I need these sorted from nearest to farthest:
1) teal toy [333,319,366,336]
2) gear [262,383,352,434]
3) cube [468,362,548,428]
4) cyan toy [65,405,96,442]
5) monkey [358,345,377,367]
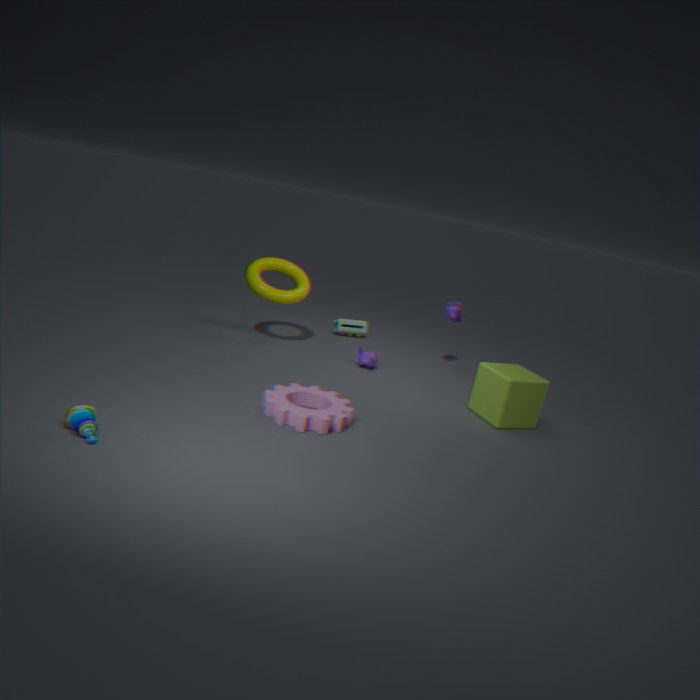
4. cyan toy [65,405,96,442], 2. gear [262,383,352,434], 3. cube [468,362,548,428], 5. monkey [358,345,377,367], 1. teal toy [333,319,366,336]
